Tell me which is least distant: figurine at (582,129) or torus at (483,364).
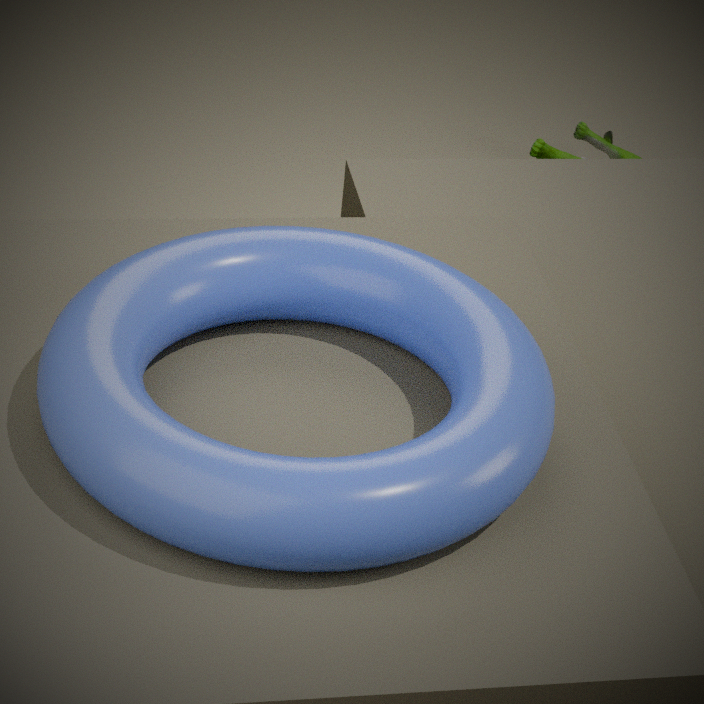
torus at (483,364)
